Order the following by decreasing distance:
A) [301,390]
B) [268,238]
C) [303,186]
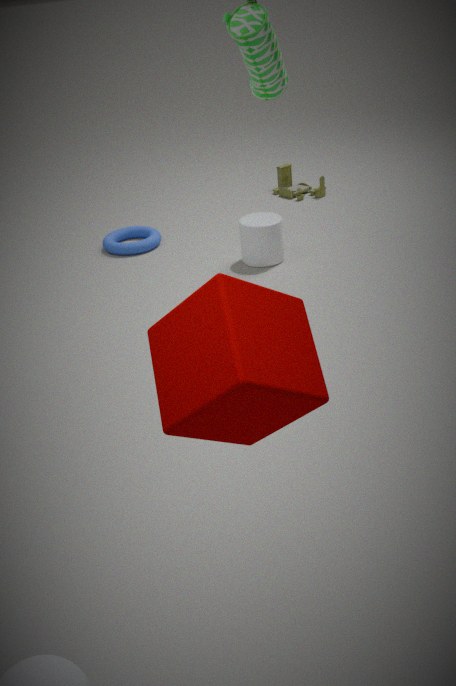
1. C. [303,186]
2. B. [268,238]
3. A. [301,390]
